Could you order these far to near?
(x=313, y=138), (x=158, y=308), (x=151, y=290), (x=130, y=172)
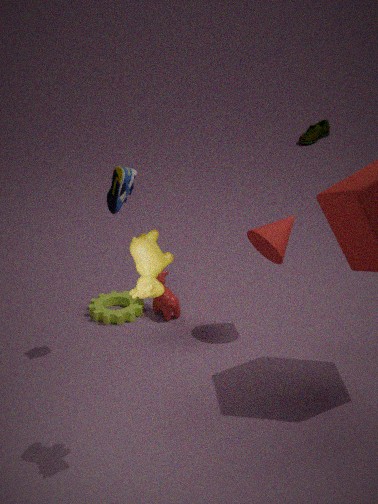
1. (x=313, y=138)
2. (x=158, y=308)
3. (x=130, y=172)
4. (x=151, y=290)
